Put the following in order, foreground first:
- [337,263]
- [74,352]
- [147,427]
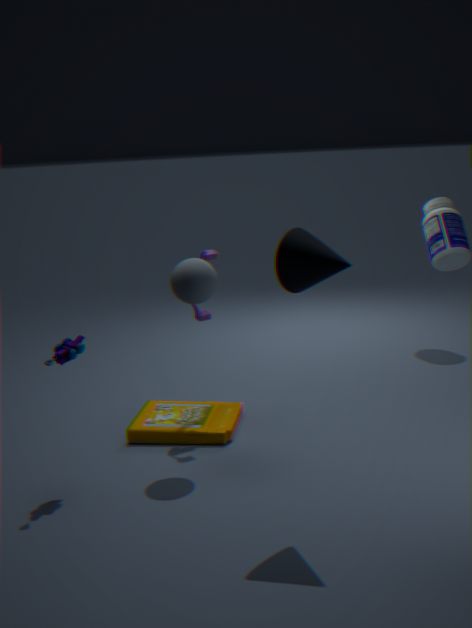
[337,263], [74,352], [147,427]
